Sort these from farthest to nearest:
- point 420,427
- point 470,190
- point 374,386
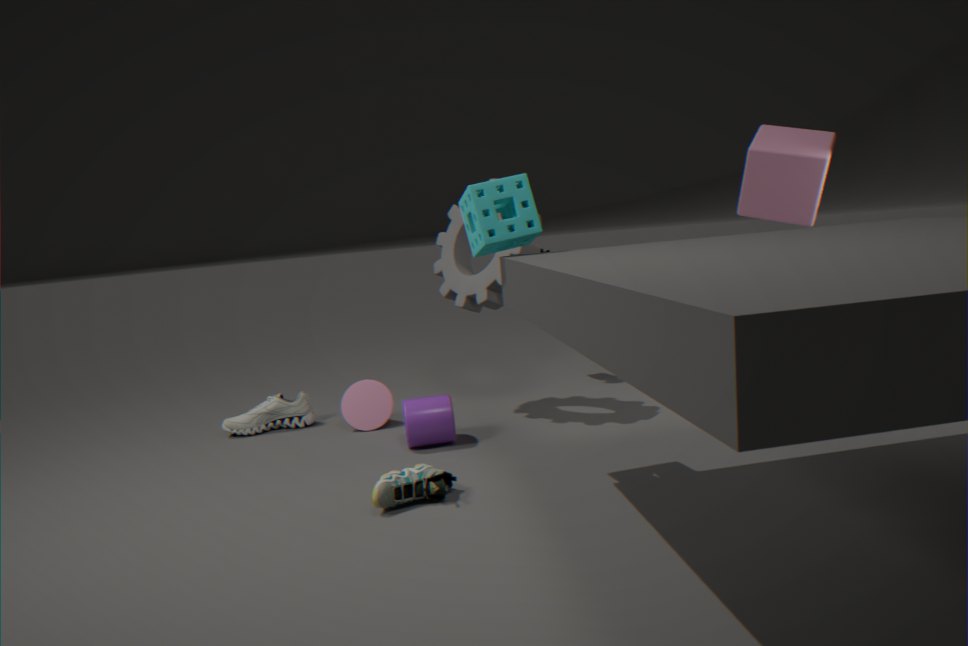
point 374,386 < point 420,427 < point 470,190
